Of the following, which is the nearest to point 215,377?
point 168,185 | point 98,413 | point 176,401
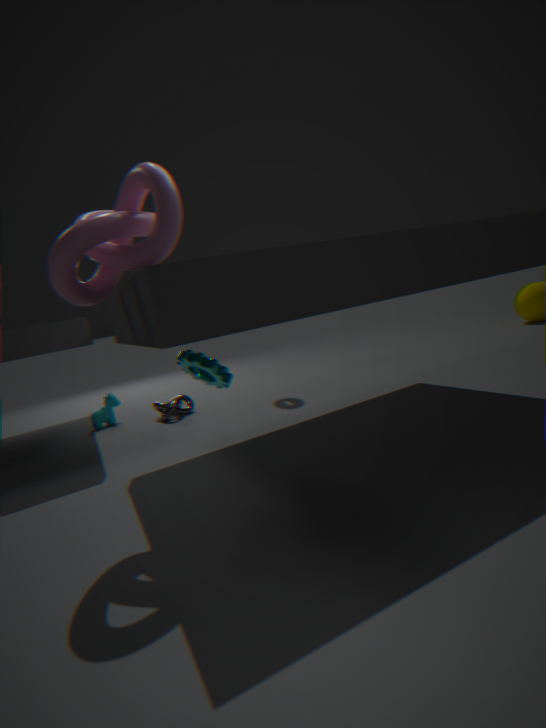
point 168,185
